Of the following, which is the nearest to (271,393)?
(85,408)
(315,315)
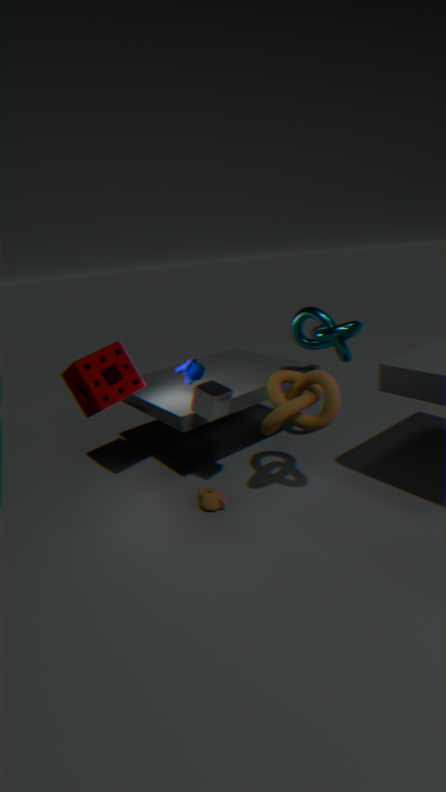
(315,315)
